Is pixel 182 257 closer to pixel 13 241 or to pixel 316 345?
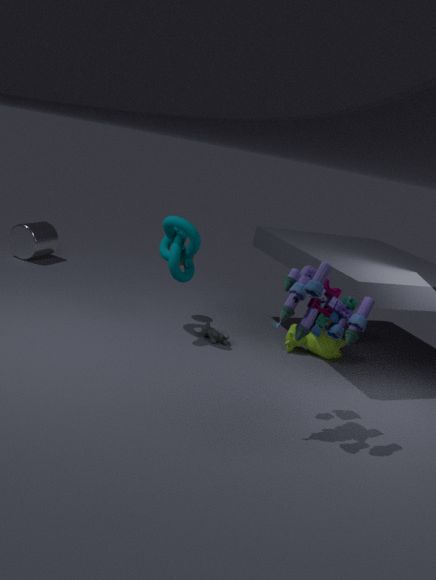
pixel 316 345
